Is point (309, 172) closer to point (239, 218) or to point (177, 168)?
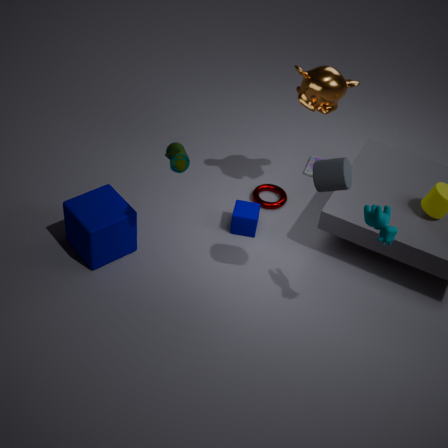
point (239, 218)
